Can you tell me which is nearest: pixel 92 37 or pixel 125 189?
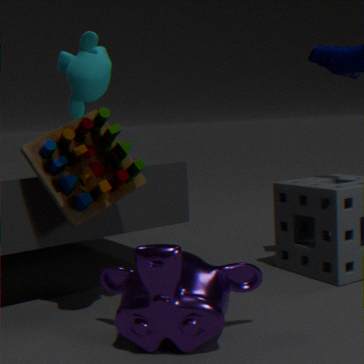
pixel 92 37
